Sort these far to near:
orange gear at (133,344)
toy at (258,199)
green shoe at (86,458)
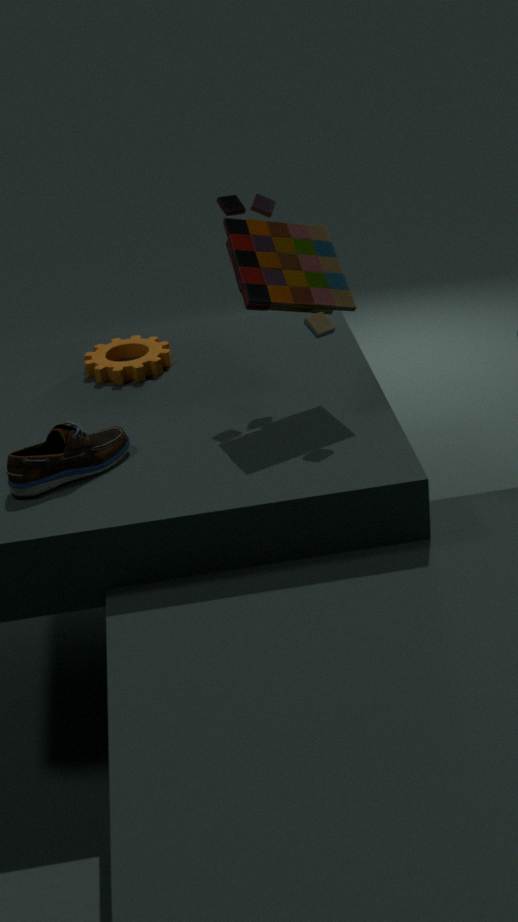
orange gear at (133,344), toy at (258,199), green shoe at (86,458)
